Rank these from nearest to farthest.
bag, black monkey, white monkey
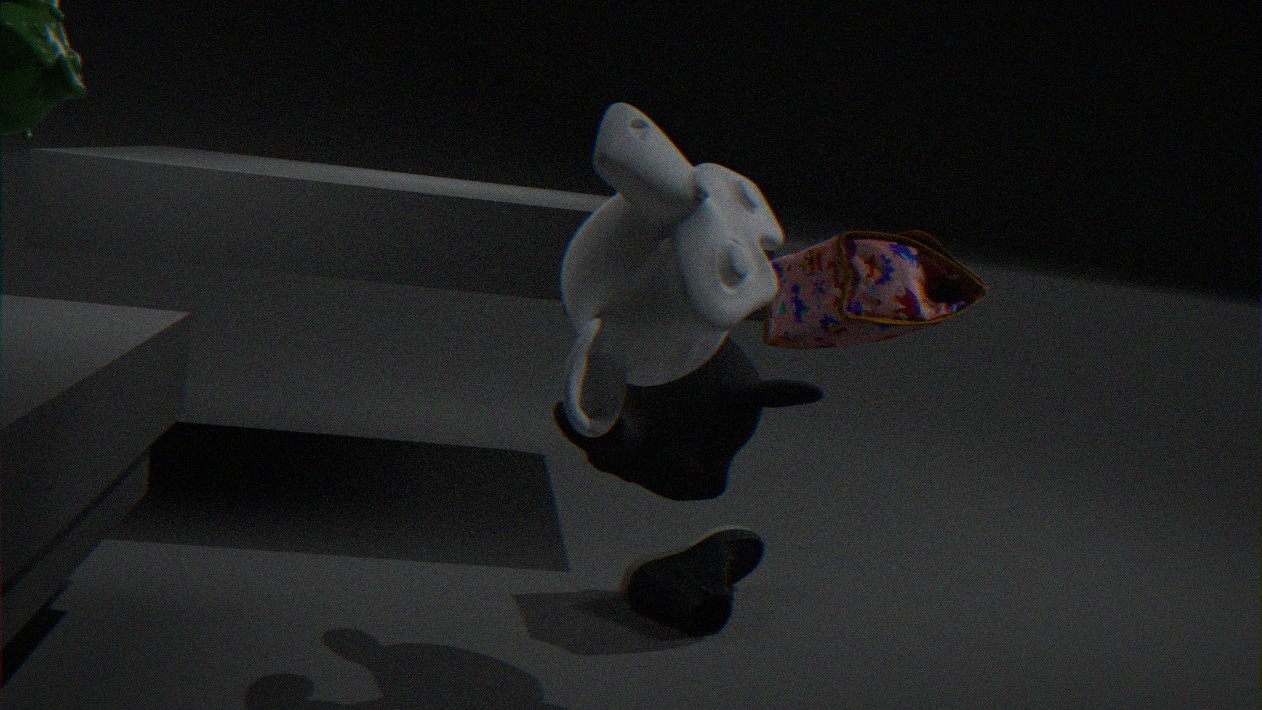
white monkey
black monkey
bag
